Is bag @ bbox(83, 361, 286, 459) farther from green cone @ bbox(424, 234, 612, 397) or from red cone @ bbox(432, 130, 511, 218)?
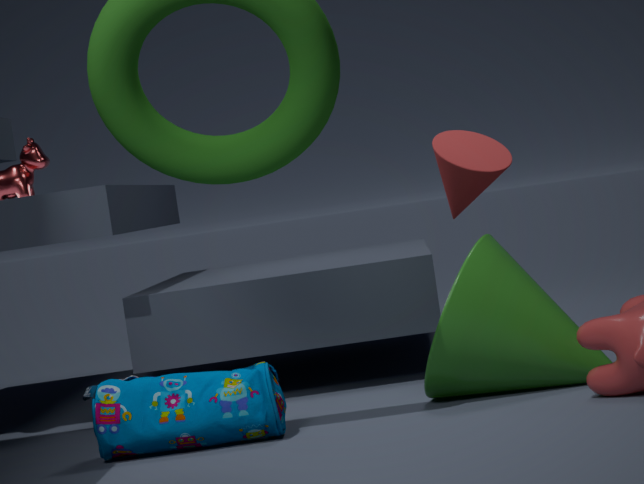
red cone @ bbox(432, 130, 511, 218)
